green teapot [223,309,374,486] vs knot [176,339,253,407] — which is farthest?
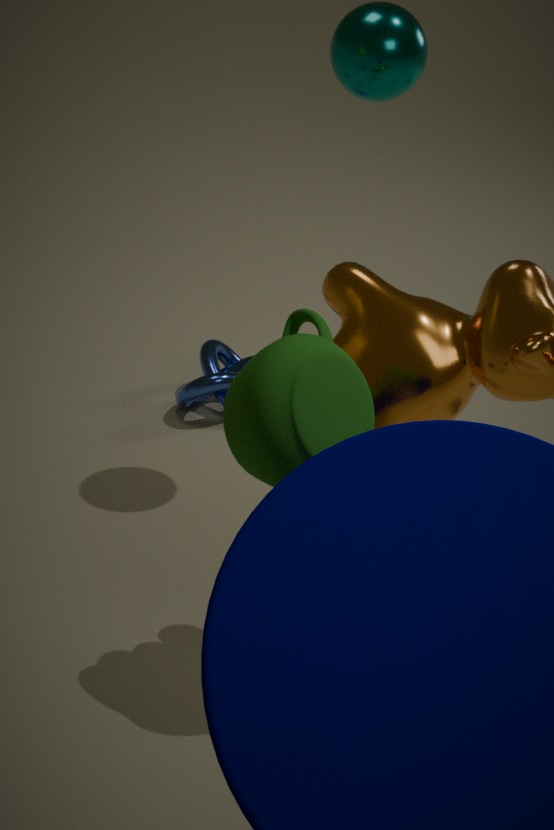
knot [176,339,253,407]
